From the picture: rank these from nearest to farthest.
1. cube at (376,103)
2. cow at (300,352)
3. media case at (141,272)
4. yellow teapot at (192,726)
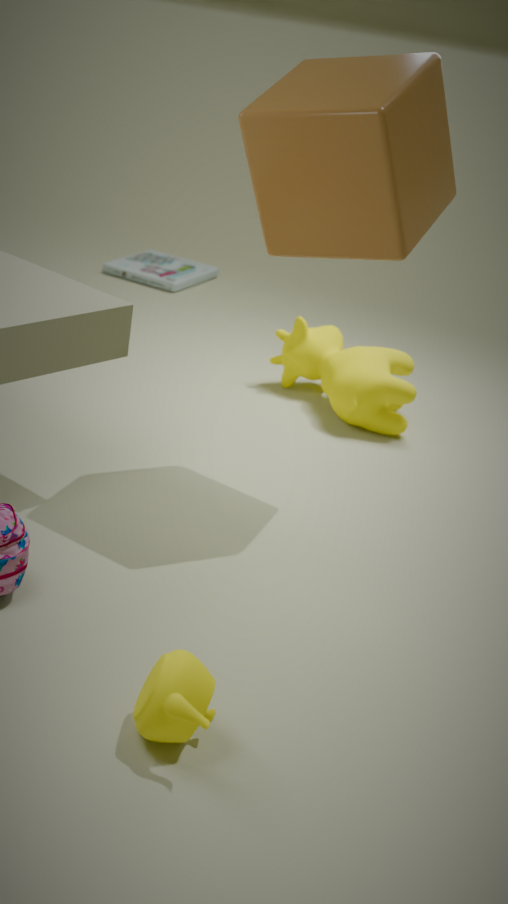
yellow teapot at (192,726), cube at (376,103), cow at (300,352), media case at (141,272)
